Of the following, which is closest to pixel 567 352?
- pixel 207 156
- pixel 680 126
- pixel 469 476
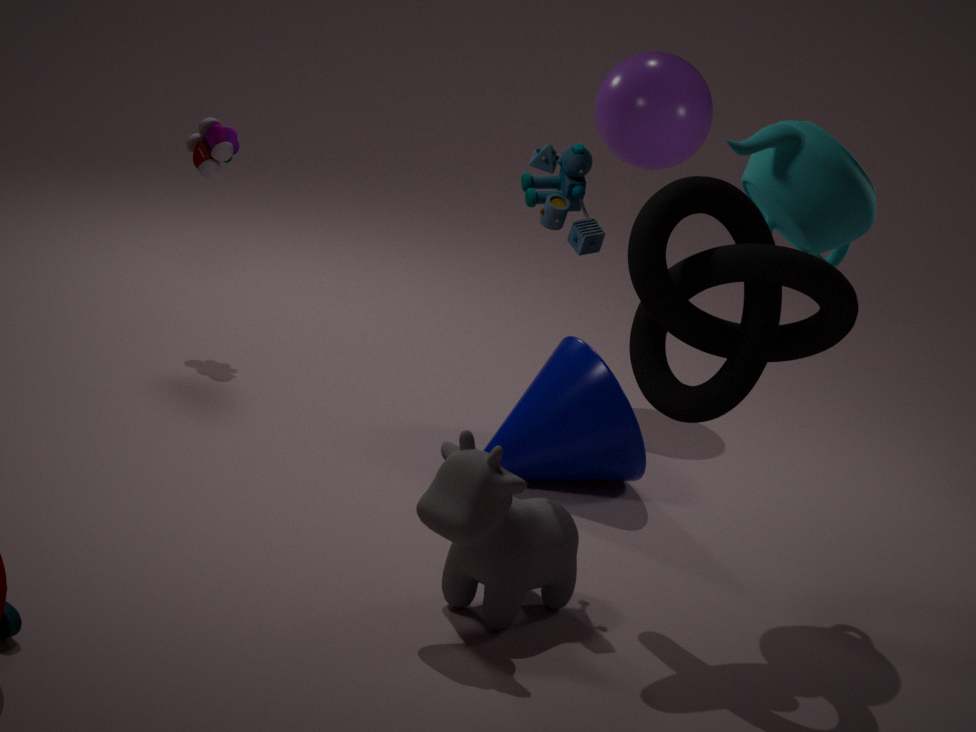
pixel 469 476
